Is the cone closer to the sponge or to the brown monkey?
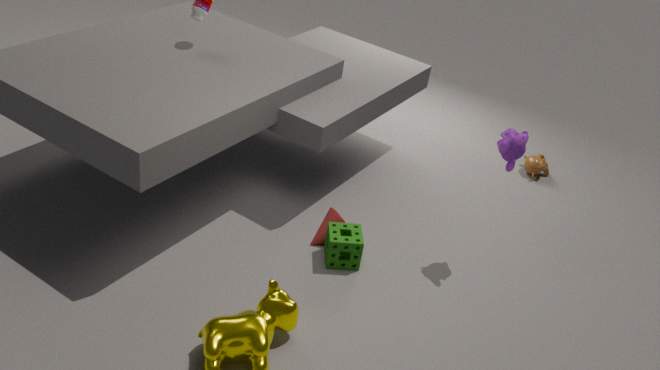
the sponge
